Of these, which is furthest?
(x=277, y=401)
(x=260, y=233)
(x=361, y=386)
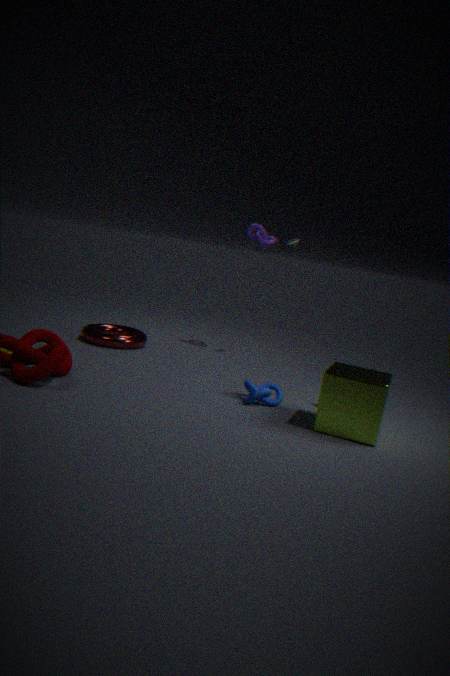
(x=260, y=233)
